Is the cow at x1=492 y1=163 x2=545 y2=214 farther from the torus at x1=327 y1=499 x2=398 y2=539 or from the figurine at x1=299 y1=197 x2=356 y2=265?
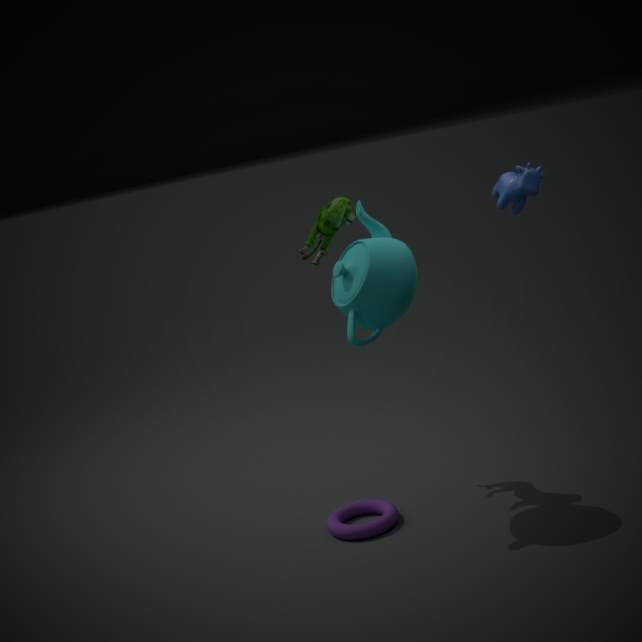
the torus at x1=327 y1=499 x2=398 y2=539
